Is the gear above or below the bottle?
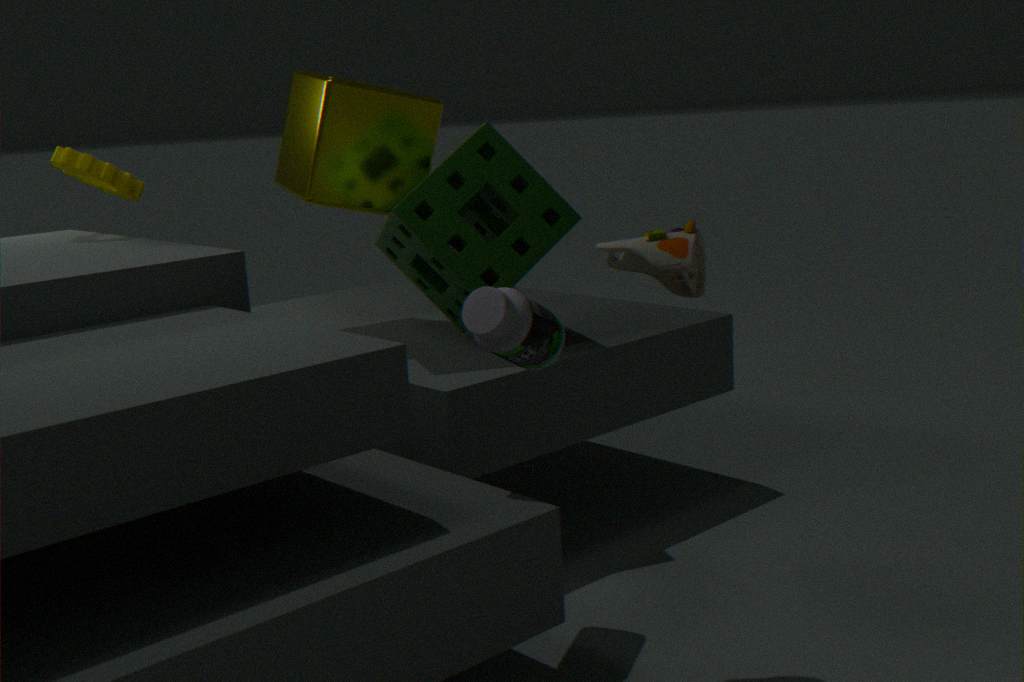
above
